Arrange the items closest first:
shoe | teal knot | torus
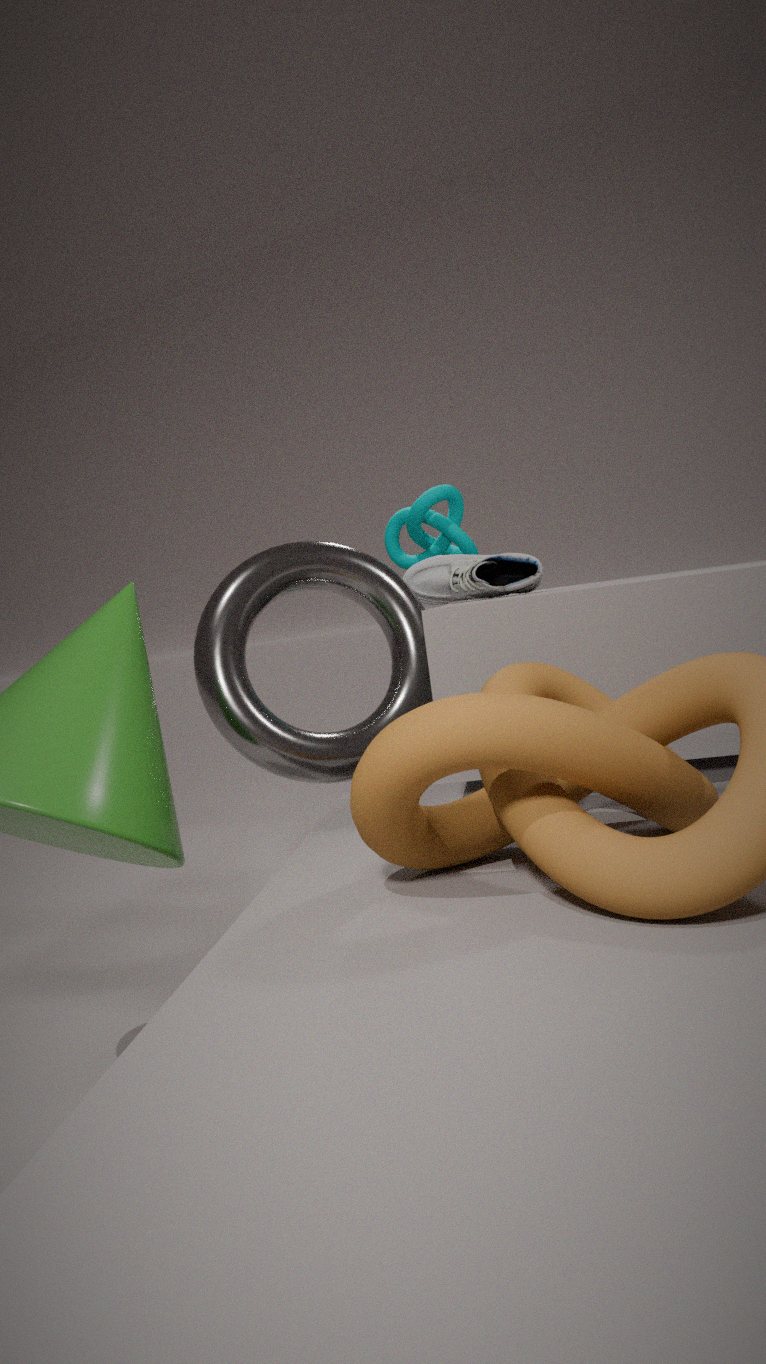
torus
shoe
teal knot
